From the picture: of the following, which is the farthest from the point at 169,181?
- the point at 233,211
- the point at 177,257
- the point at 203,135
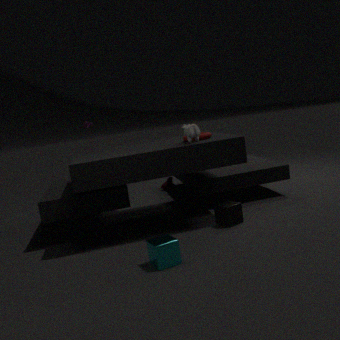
the point at 177,257
